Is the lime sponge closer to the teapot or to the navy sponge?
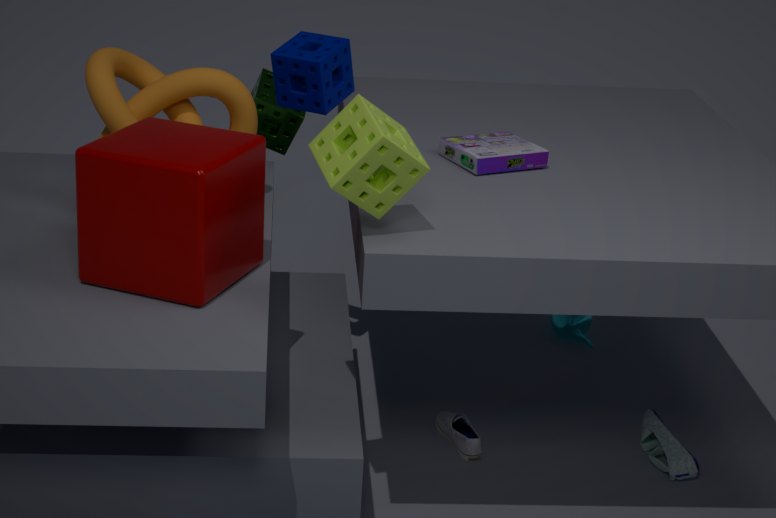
the navy sponge
